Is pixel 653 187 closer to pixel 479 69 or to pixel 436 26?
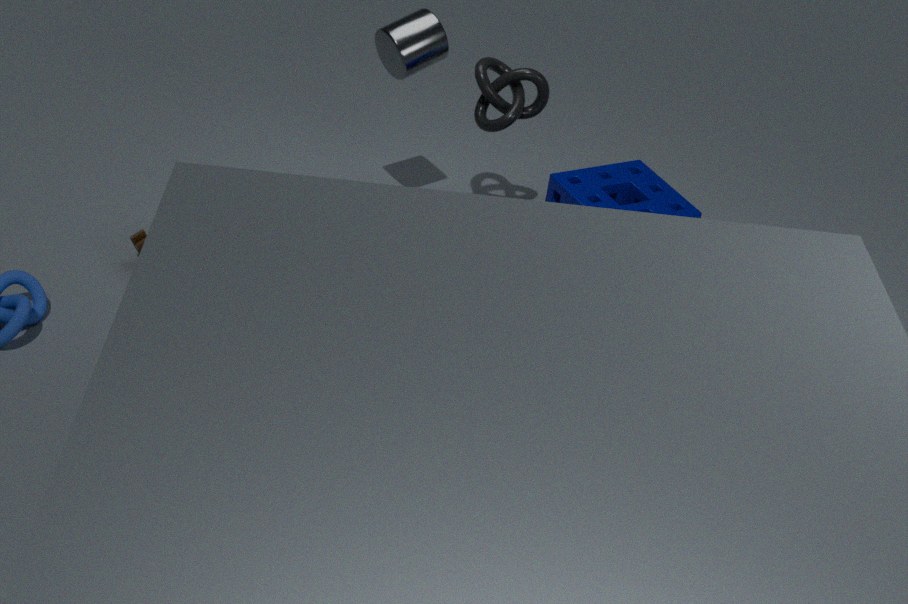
pixel 479 69
